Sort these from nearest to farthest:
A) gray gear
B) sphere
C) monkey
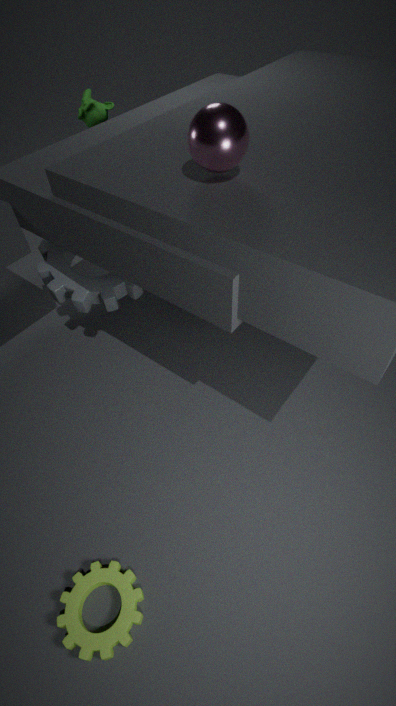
sphere → gray gear → monkey
